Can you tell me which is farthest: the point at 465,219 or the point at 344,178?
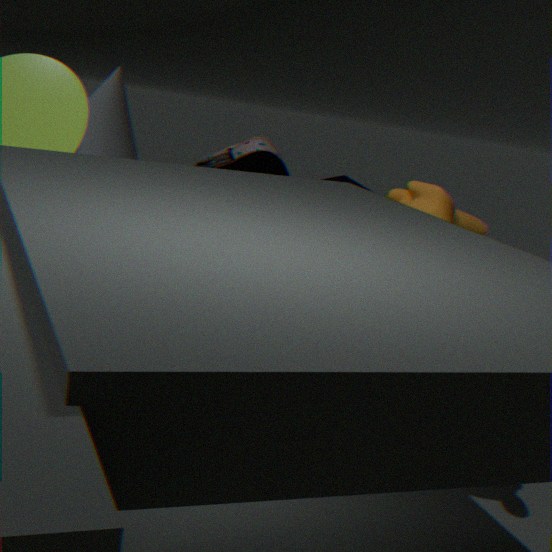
the point at 344,178
